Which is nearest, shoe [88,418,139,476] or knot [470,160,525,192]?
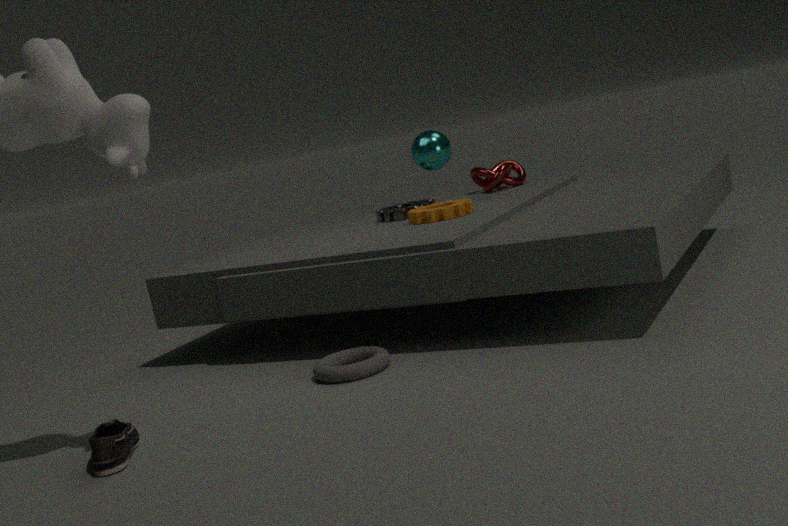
shoe [88,418,139,476]
